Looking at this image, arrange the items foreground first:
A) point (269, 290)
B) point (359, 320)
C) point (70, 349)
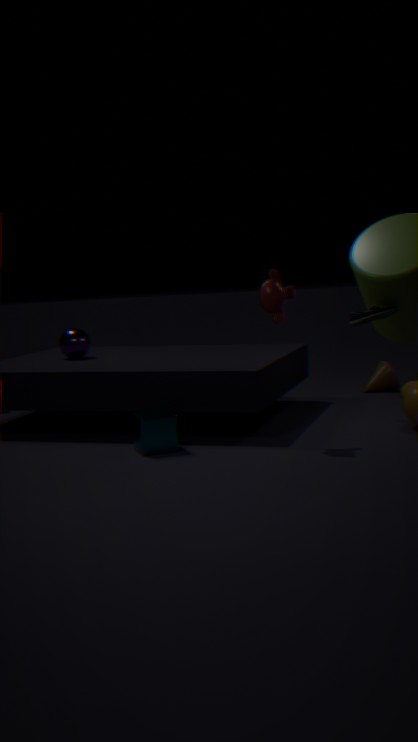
point (359, 320) → point (269, 290) → point (70, 349)
